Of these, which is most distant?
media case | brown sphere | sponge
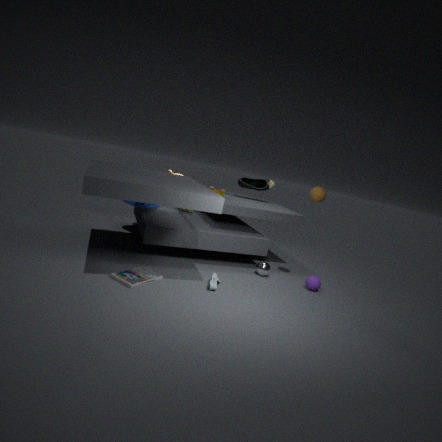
sponge
